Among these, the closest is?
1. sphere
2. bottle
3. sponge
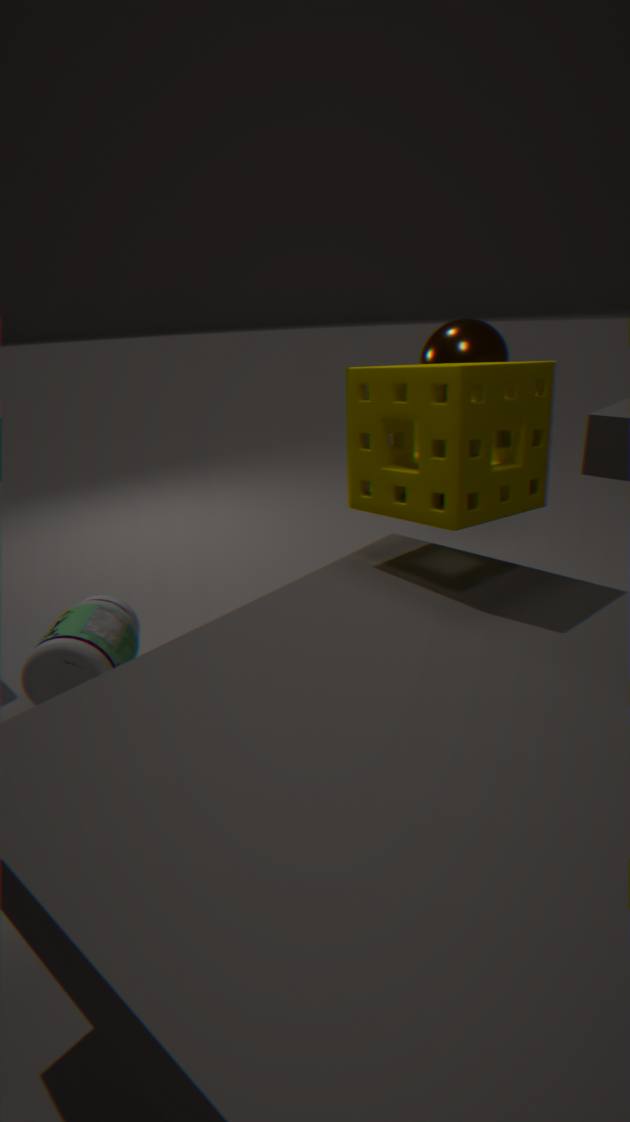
sponge
